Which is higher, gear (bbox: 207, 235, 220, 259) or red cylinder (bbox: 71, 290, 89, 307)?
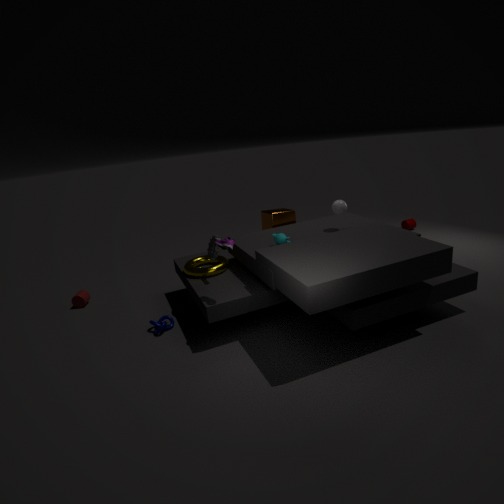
gear (bbox: 207, 235, 220, 259)
